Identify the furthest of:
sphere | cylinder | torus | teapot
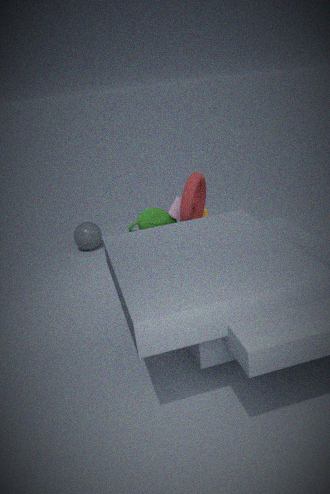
sphere
